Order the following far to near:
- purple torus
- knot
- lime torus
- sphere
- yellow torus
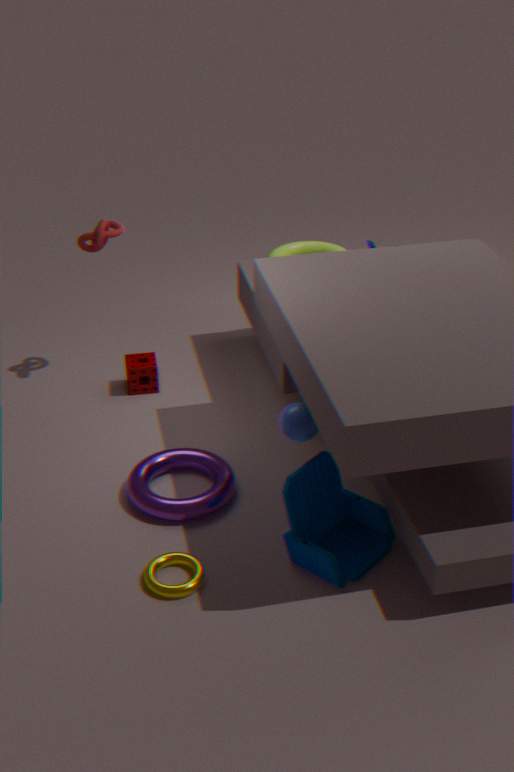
lime torus < knot < purple torus < sphere < yellow torus
